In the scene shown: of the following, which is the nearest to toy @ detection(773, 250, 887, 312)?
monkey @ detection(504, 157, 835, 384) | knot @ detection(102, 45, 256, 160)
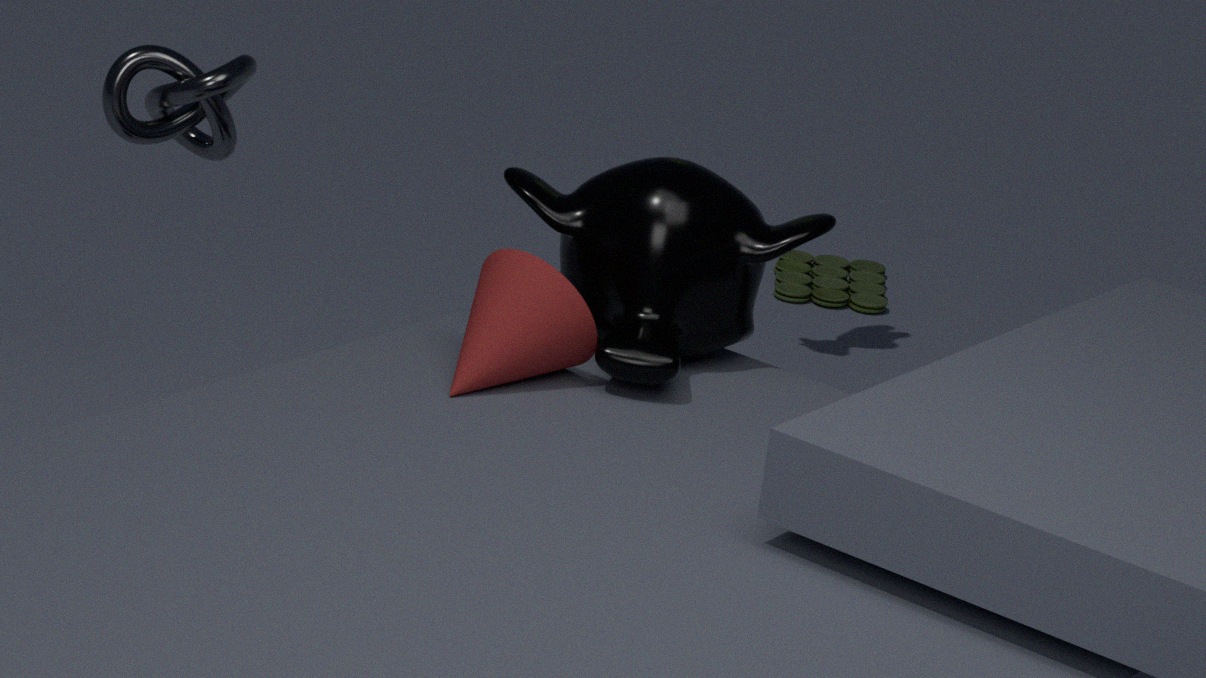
knot @ detection(102, 45, 256, 160)
